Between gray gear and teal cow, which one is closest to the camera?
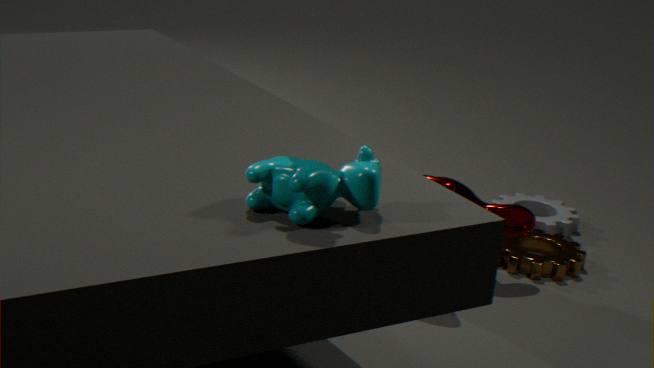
teal cow
